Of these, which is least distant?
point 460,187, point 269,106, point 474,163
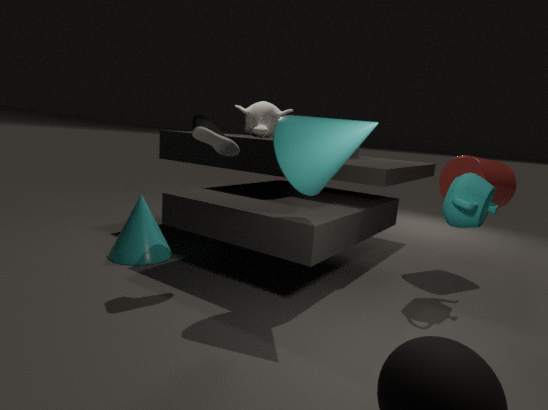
point 460,187
